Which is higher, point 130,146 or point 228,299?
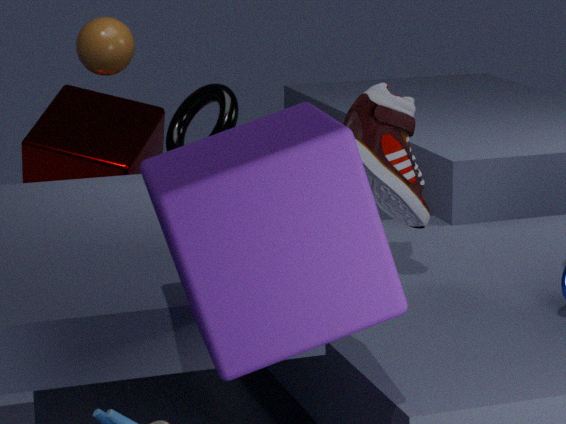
point 228,299
